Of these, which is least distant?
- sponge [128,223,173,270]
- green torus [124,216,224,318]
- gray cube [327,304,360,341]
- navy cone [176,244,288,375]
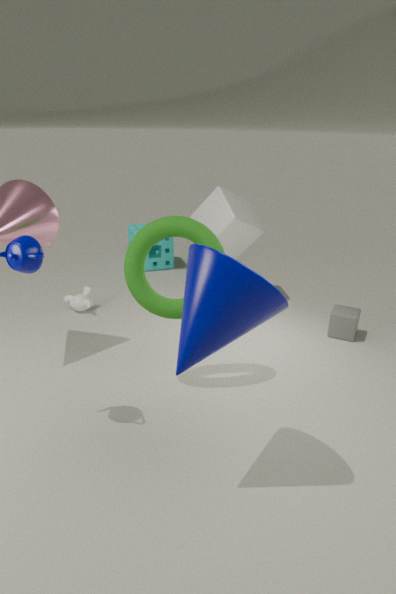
navy cone [176,244,288,375]
